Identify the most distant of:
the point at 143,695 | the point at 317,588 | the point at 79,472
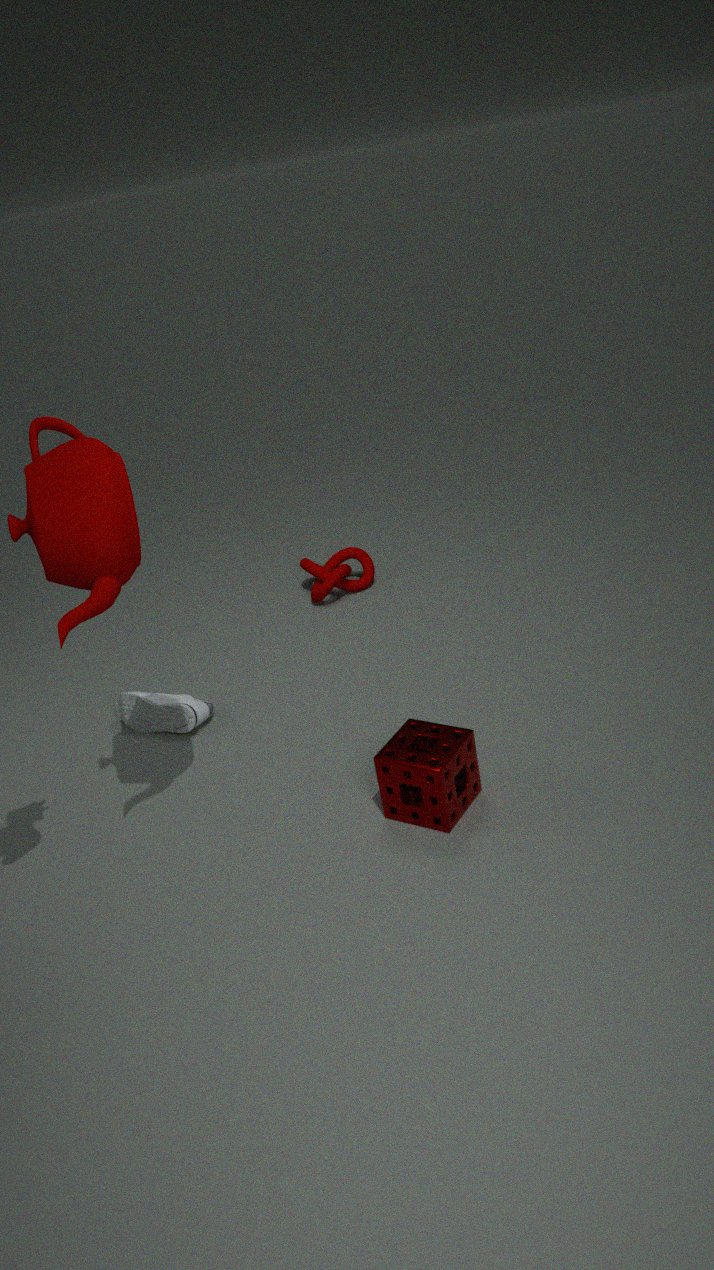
the point at 317,588
